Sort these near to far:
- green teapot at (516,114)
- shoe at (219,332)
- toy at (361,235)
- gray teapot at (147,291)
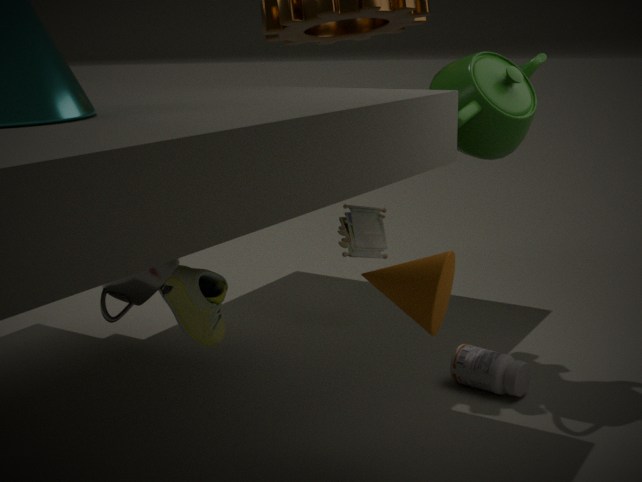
gray teapot at (147,291)
shoe at (219,332)
green teapot at (516,114)
toy at (361,235)
